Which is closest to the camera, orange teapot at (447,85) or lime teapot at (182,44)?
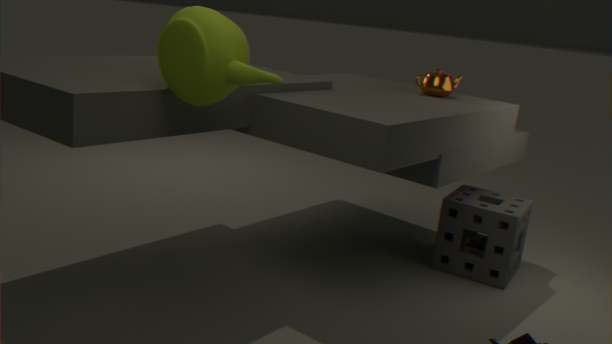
lime teapot at (182,44)
